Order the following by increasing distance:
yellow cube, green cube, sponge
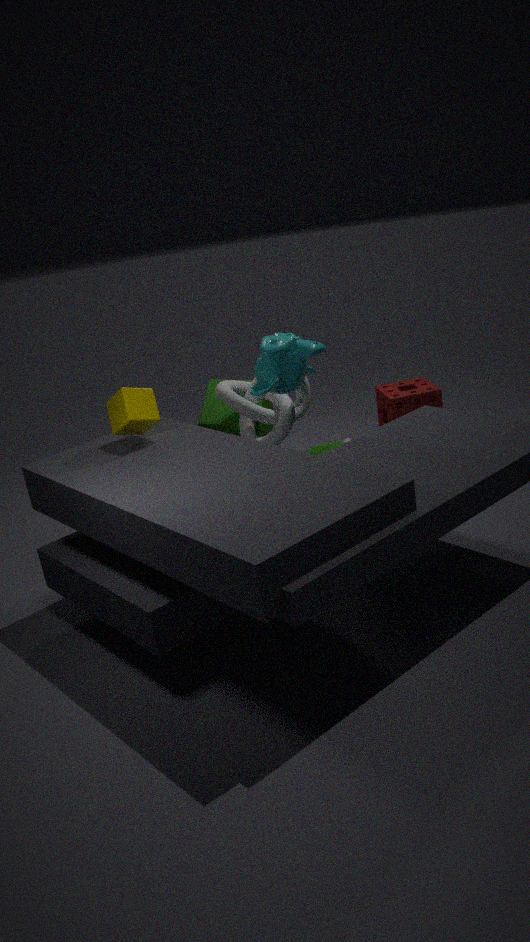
yellow cube → green cube → sponge
